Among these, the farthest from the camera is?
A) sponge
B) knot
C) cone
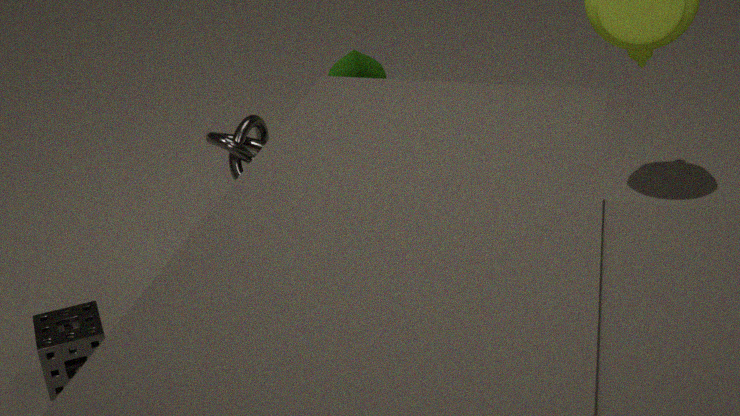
cone
